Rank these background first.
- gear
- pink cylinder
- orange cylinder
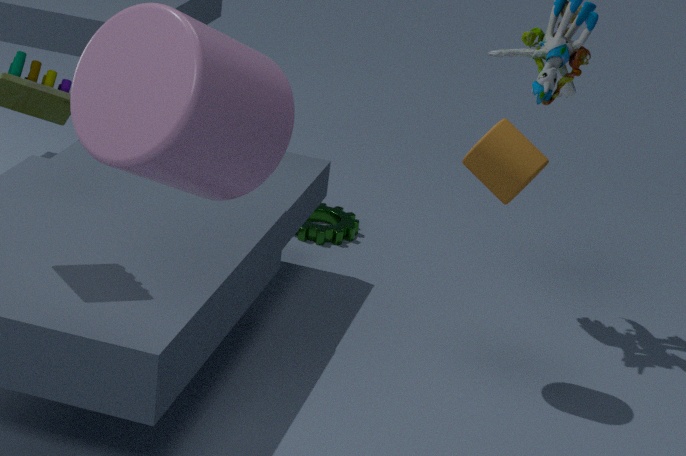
gear, orange cylinder, pink cylinder
